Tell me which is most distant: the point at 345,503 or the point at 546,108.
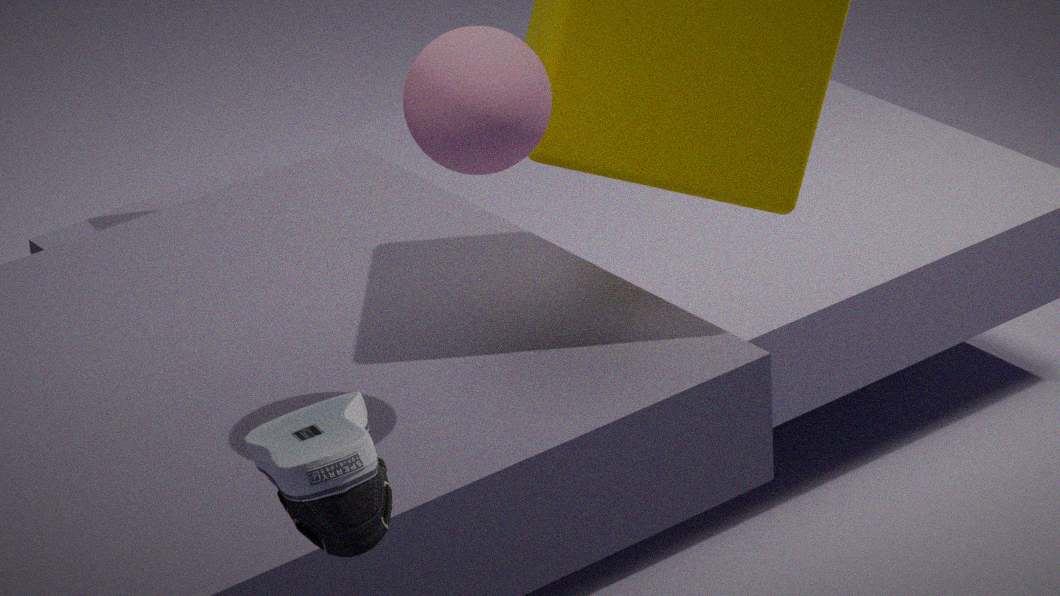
the point at 546,108
